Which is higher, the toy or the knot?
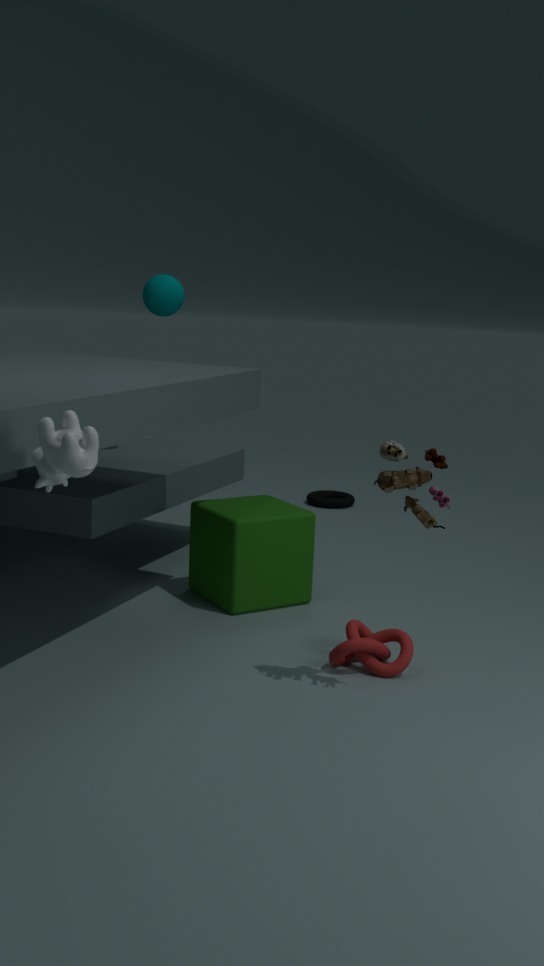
the toy
